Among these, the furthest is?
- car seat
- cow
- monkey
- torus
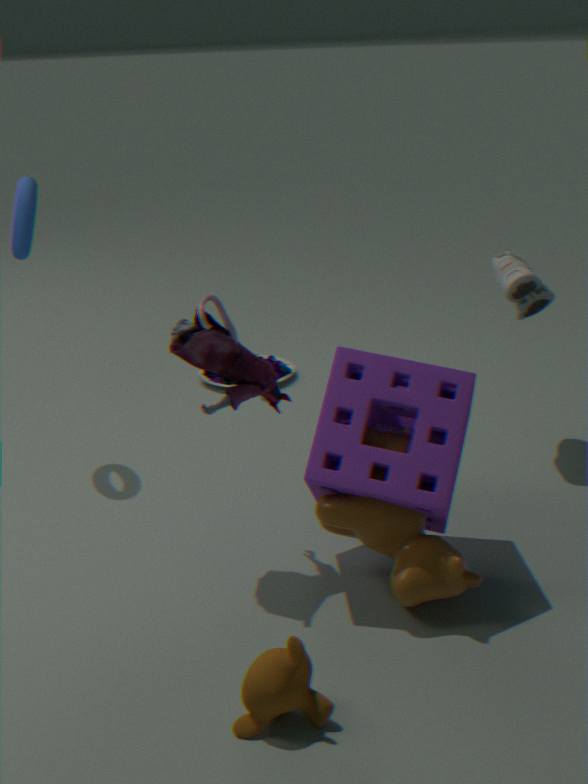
car seat
